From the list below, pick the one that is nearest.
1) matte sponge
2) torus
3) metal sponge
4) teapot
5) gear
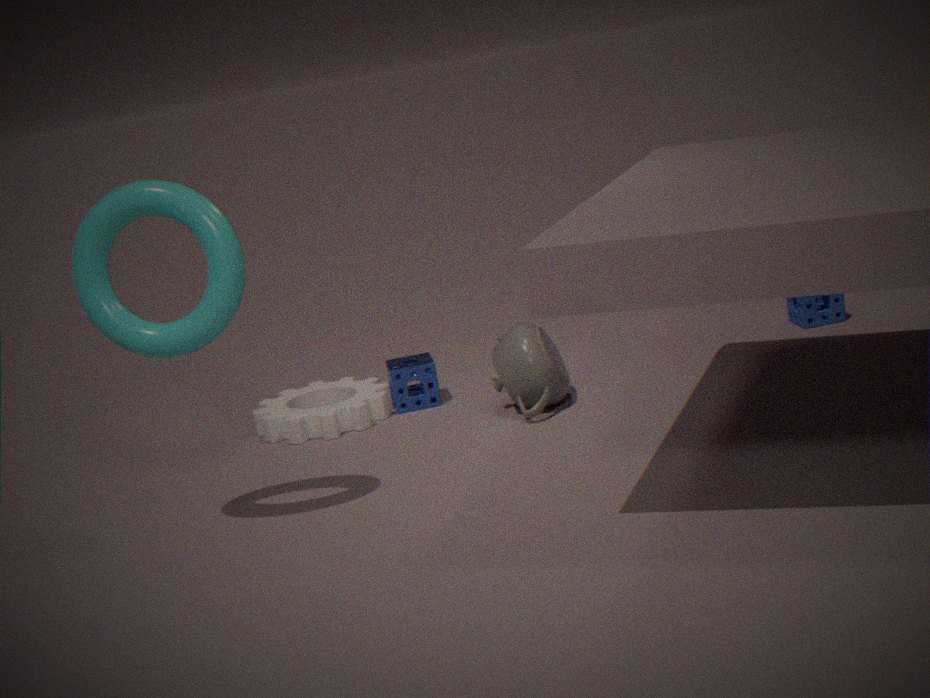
2. torus
